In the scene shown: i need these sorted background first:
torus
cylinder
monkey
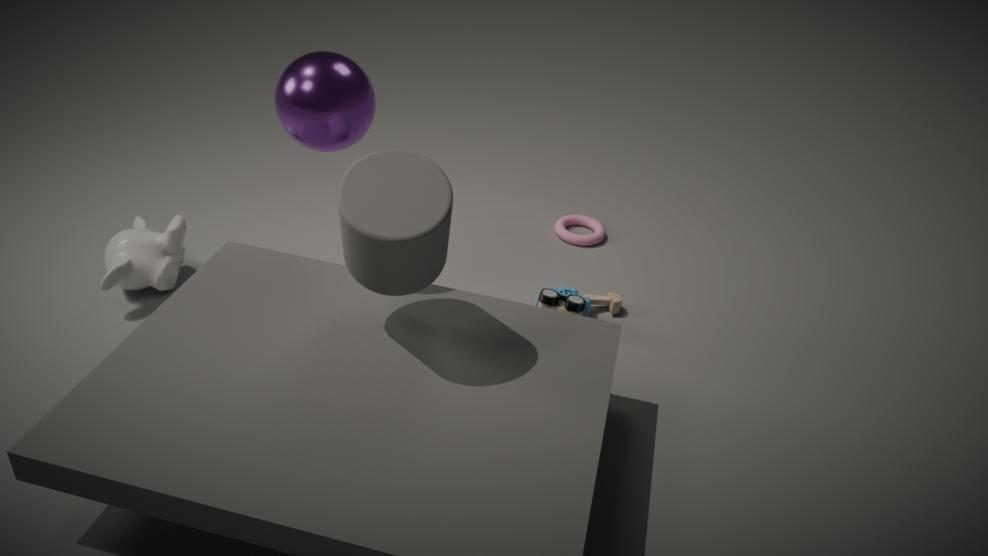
torus < monkey < cylinder
